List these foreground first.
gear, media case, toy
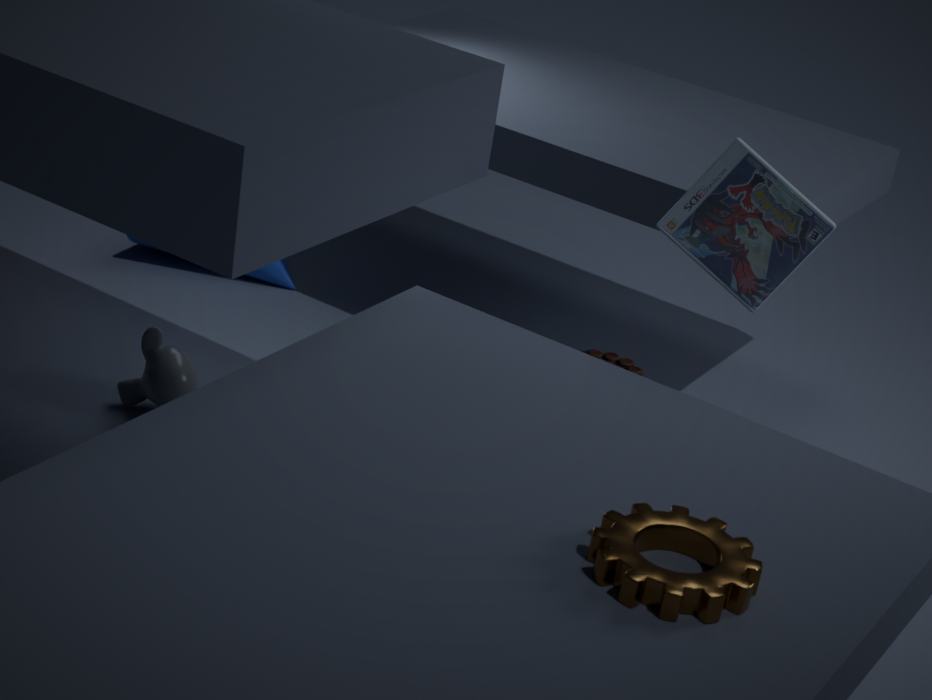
gear, media case, toy
